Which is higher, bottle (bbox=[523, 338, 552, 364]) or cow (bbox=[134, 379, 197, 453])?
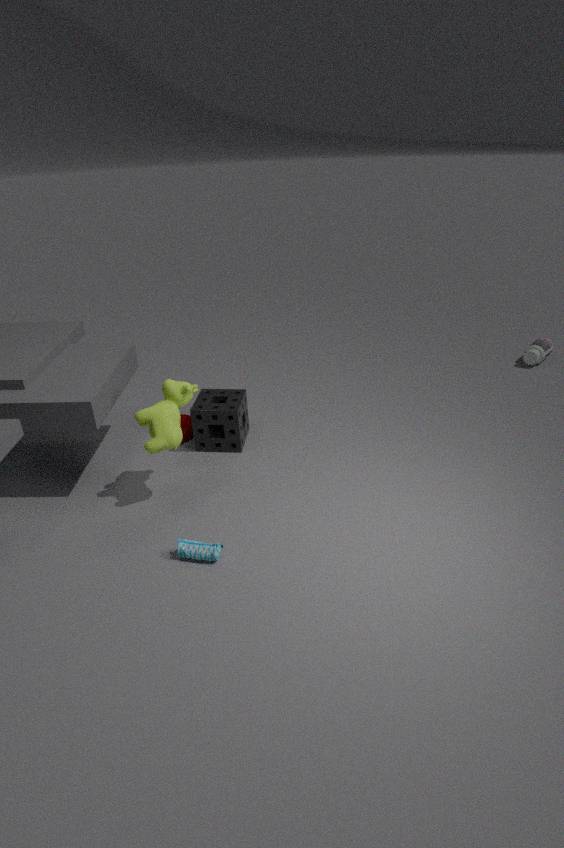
cow (bbox=[134, 379, 197, 453])
